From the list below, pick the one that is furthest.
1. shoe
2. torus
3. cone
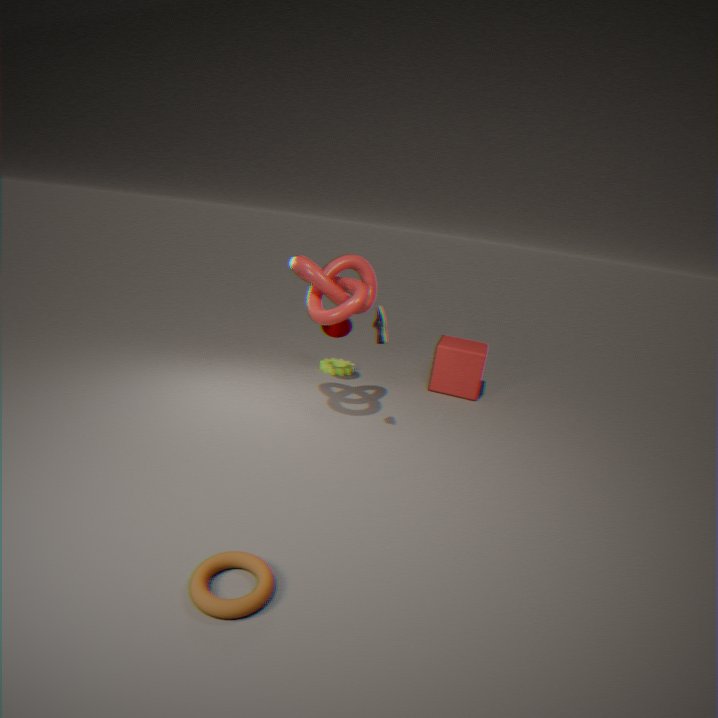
cone
